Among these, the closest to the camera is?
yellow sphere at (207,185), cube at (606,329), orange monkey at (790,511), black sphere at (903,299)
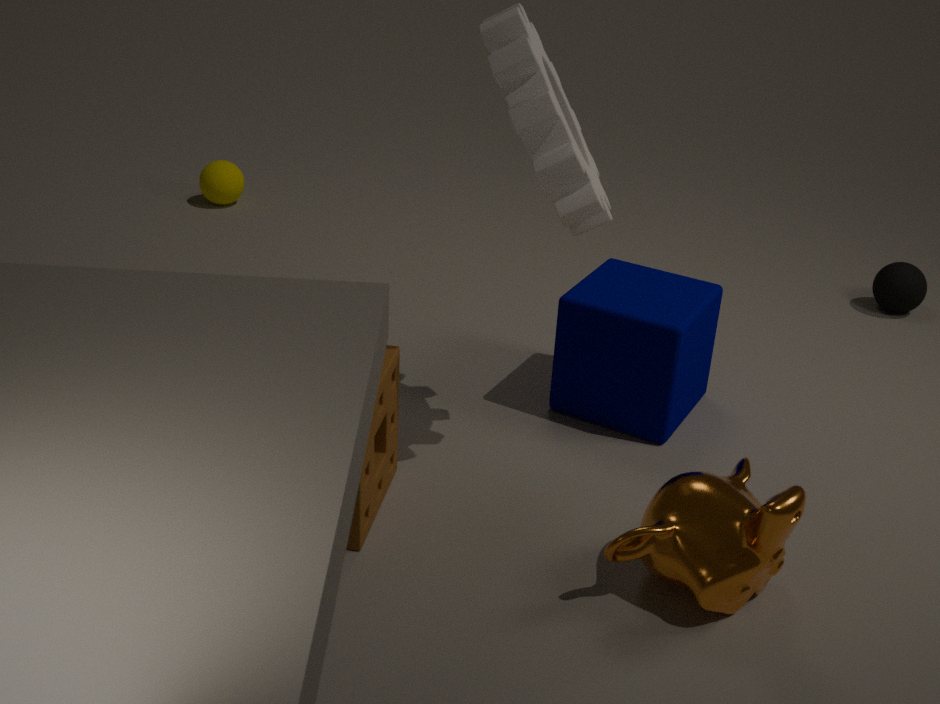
orange monkey at (790,511)
